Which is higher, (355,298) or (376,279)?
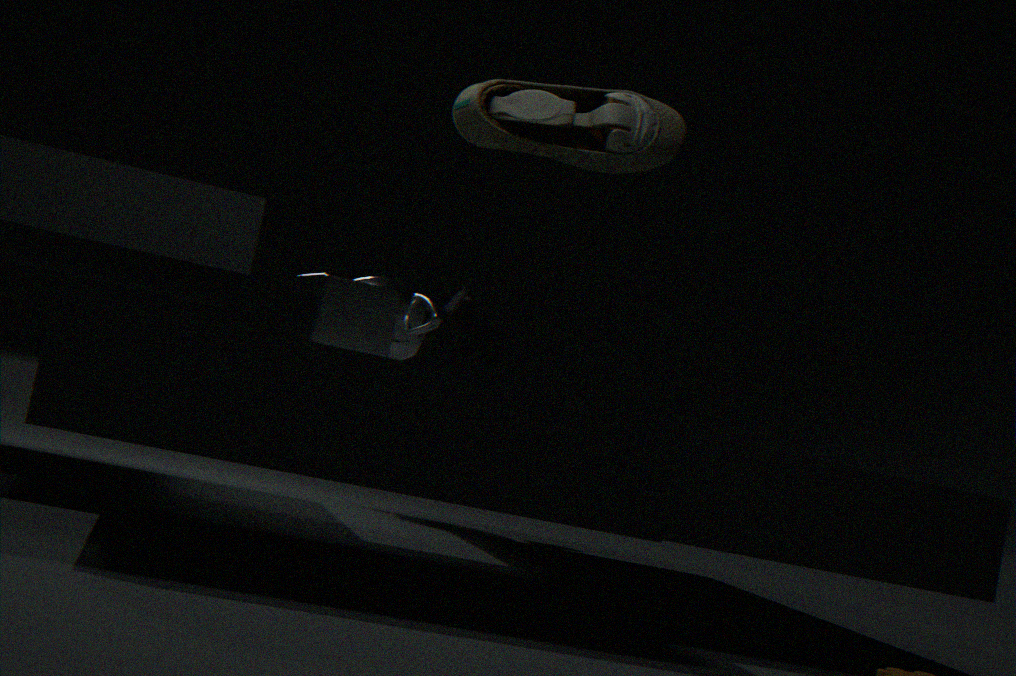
(376,279)
